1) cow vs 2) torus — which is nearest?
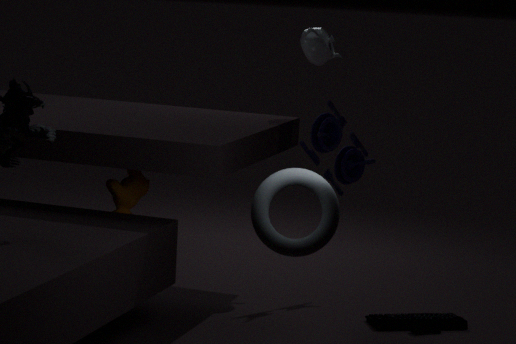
2. torus
